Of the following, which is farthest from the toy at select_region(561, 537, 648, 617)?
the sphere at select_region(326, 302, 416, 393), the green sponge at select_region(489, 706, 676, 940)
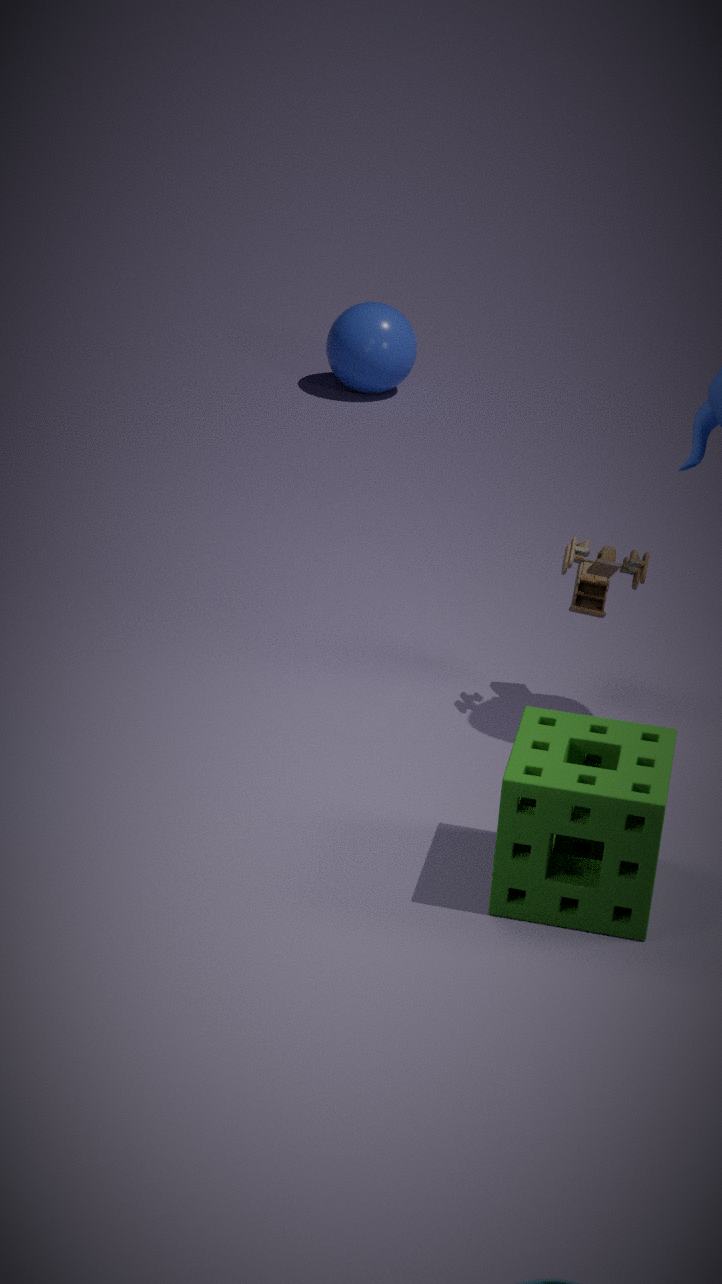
the sphere at select_region(326, 302, 416, 393)
